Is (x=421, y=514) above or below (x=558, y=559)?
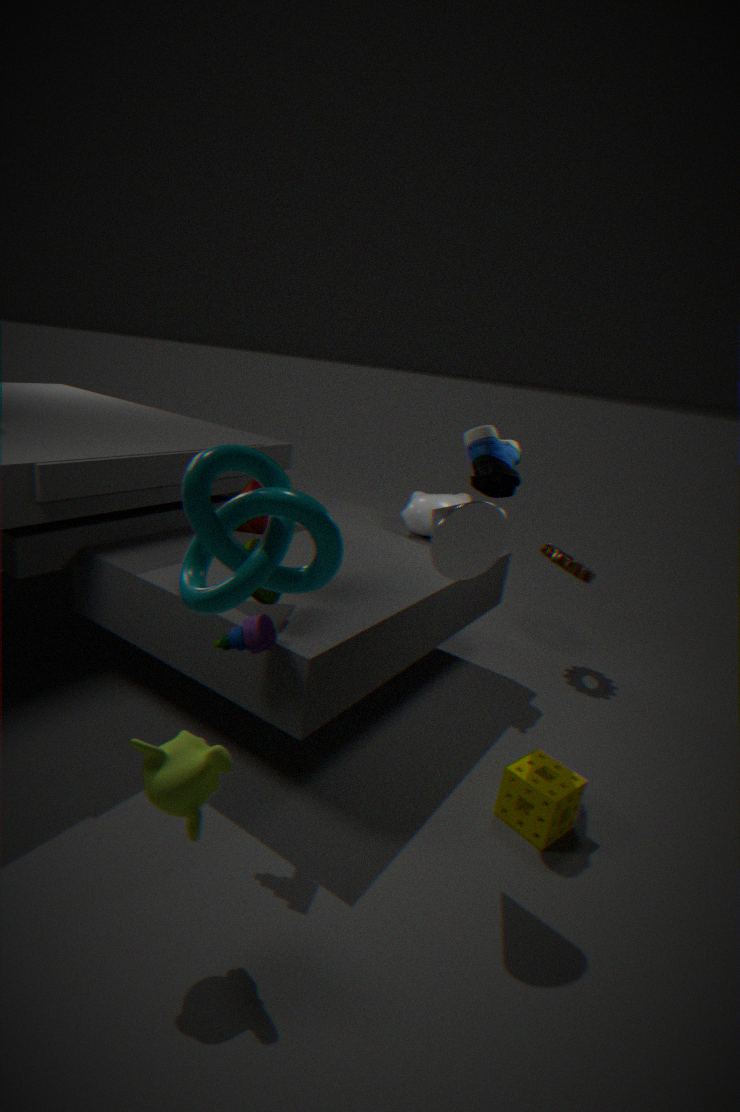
above
